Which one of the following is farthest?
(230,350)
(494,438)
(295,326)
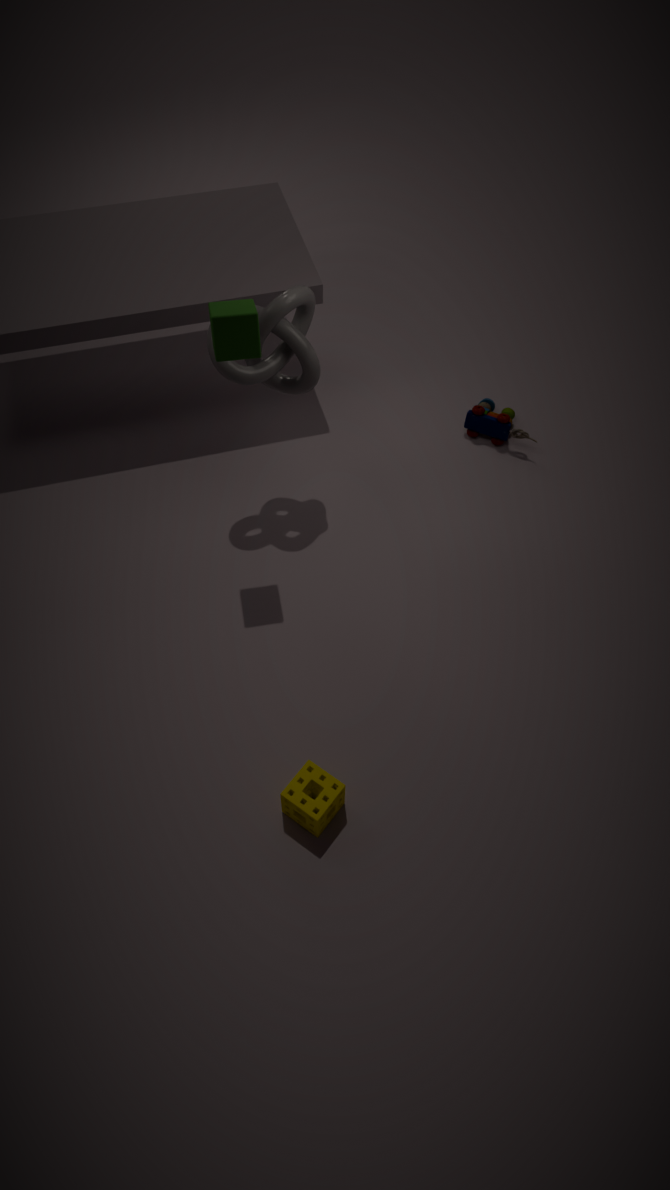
(494,438)
